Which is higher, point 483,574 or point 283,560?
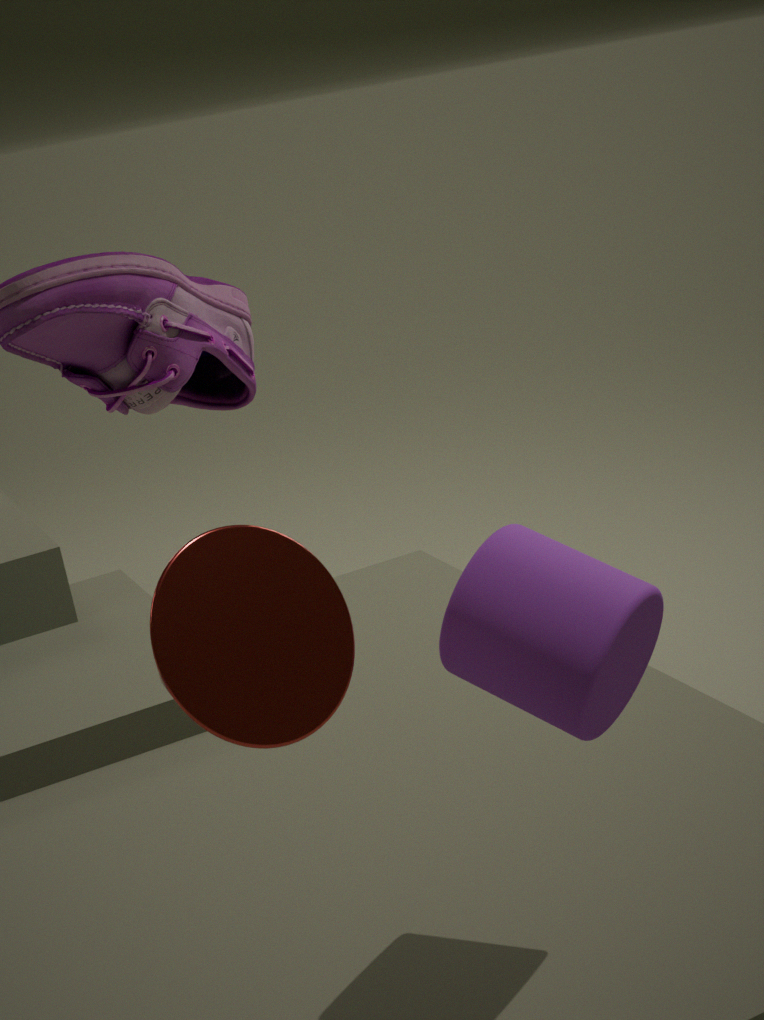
point 283,560
